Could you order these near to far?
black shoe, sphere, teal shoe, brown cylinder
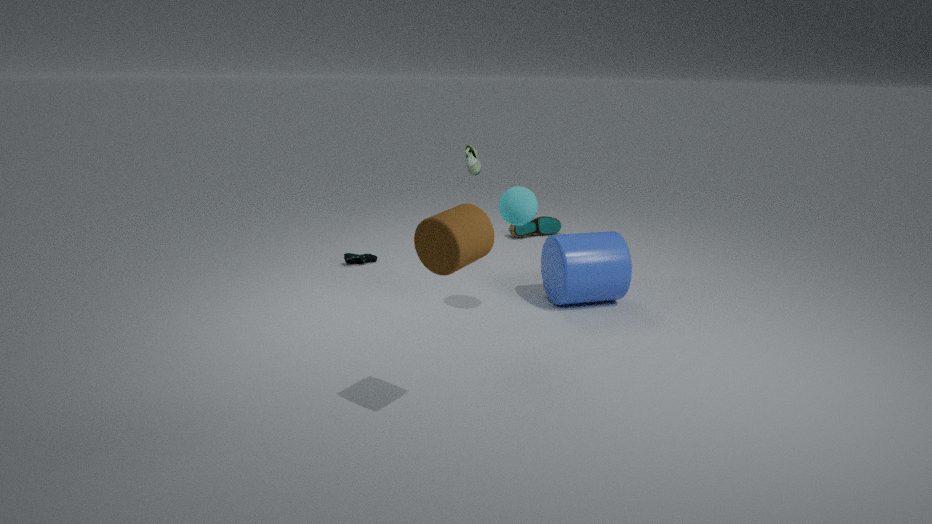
1. brown cylinder
2. sphere
3. black shoe
4. teal shoe
